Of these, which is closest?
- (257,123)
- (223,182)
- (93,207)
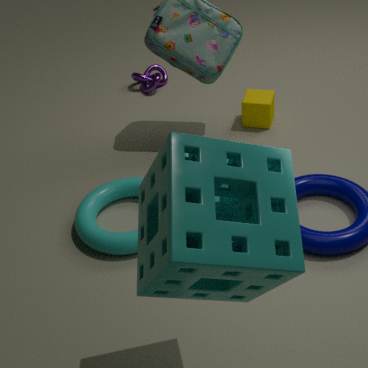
(223,182)
